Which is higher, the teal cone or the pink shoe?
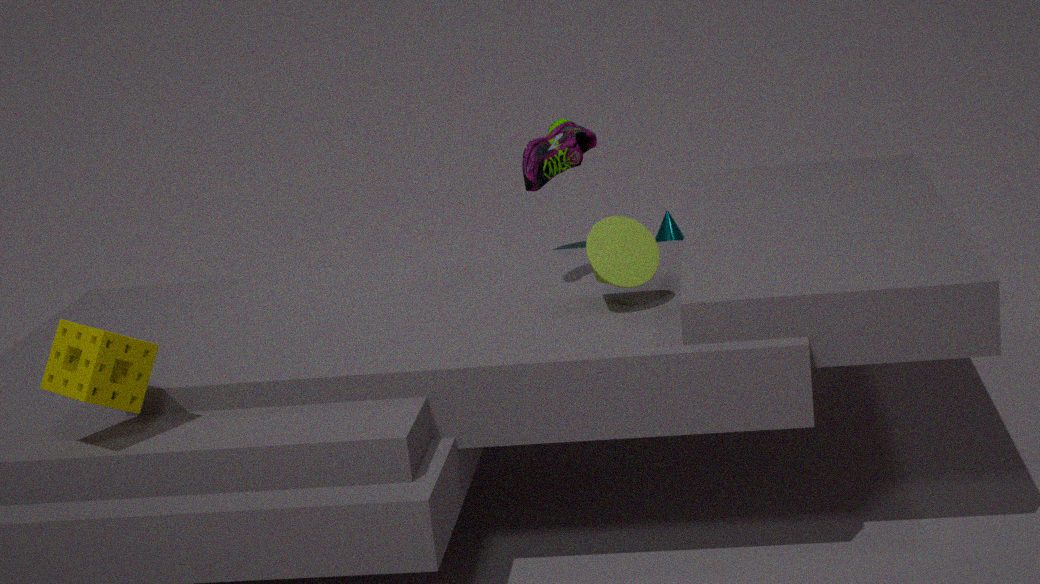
the pink shoe
